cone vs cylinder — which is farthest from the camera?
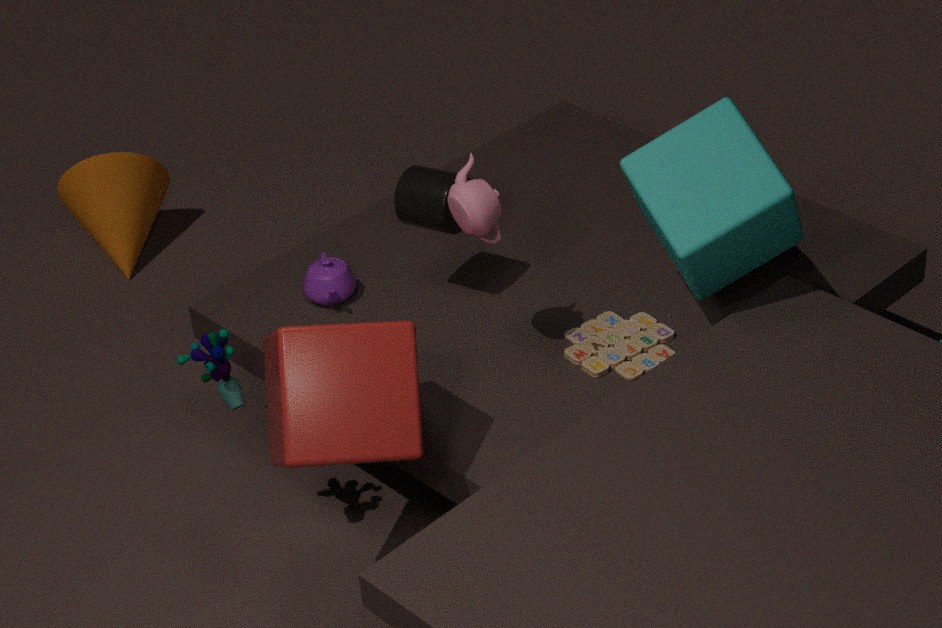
cone
